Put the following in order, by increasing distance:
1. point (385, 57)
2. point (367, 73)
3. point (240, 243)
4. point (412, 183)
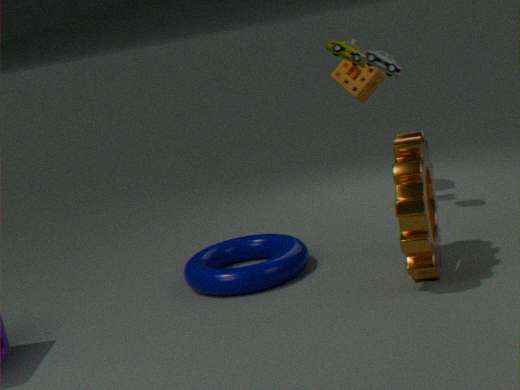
point (412, 183) < point (385, 57) < point (240, 243) < point (367, 73)
